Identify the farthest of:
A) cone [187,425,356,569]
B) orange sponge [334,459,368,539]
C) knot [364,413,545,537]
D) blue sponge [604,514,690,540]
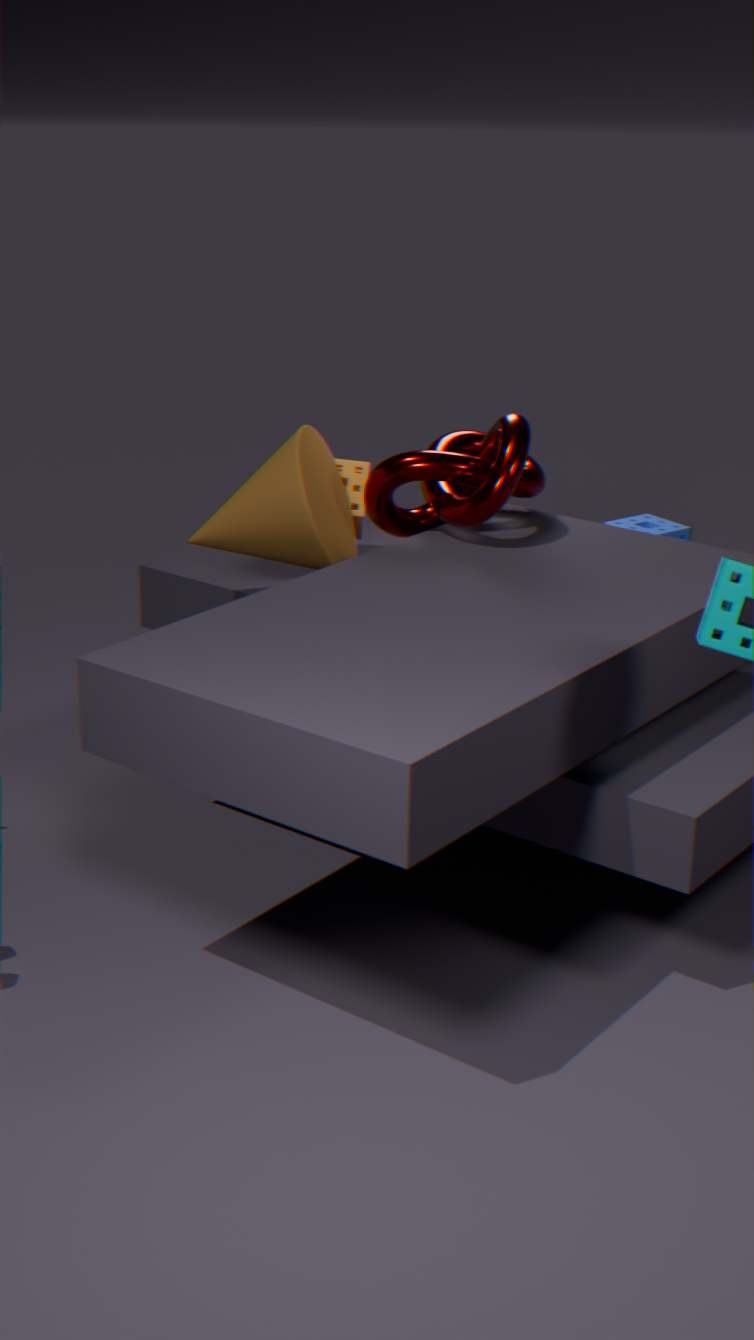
orange sponge [334,459,368,539]
